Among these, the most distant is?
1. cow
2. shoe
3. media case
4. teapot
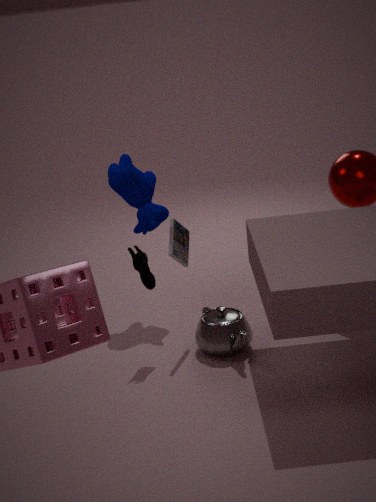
cow
